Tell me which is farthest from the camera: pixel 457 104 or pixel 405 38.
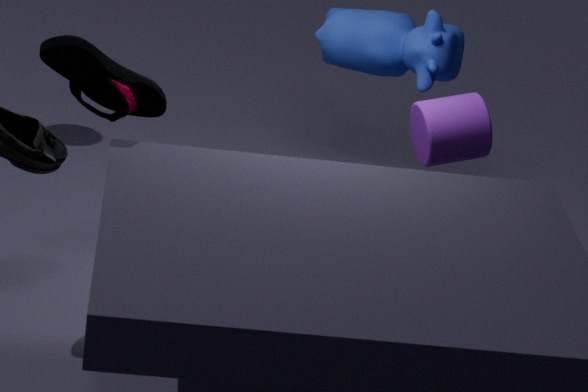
pixel 405 38
